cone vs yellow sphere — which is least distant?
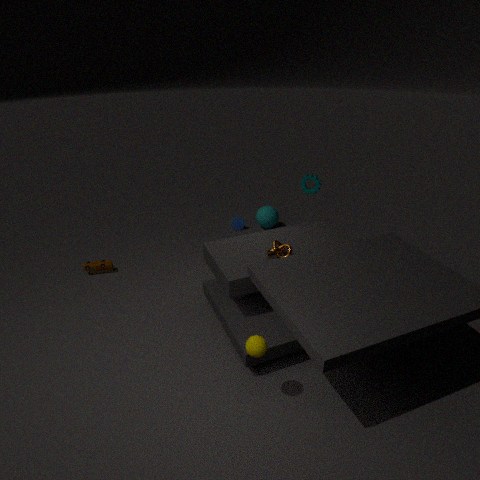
yellow sphere
